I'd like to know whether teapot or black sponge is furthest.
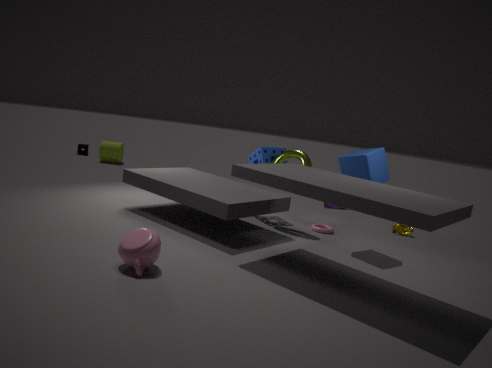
black sponge
